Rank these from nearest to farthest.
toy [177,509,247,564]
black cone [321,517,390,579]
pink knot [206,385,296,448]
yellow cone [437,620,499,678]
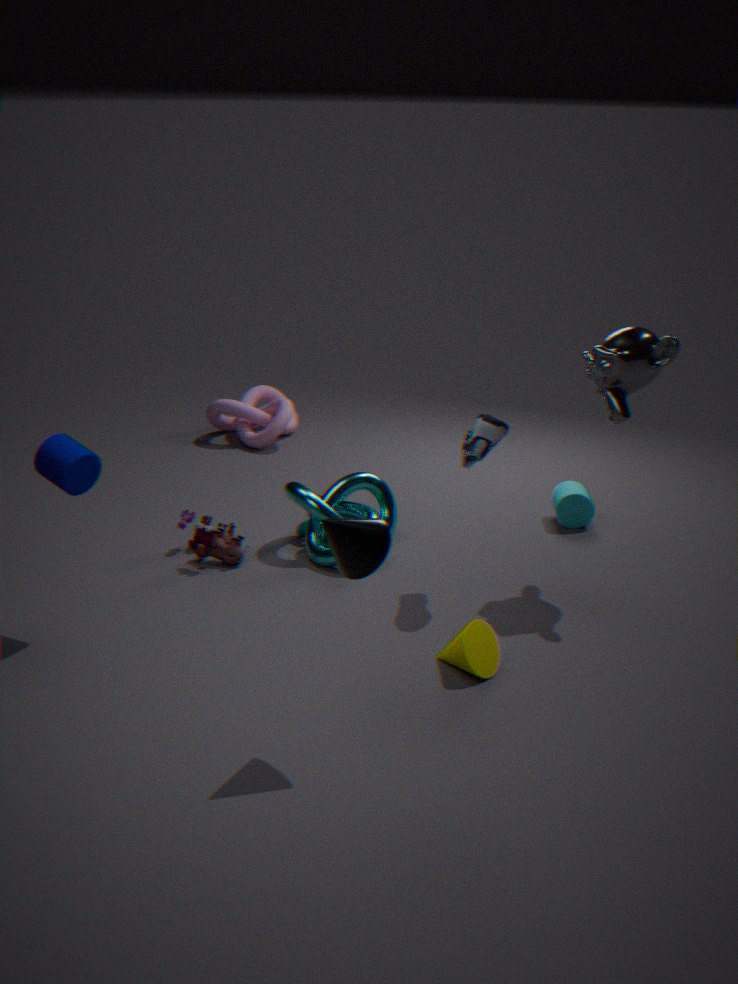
black cone [321,517,390,579] < yellow cone [437,620,499,678] < toy [177,509,247,564] < pink knot [206,385,296,448]
